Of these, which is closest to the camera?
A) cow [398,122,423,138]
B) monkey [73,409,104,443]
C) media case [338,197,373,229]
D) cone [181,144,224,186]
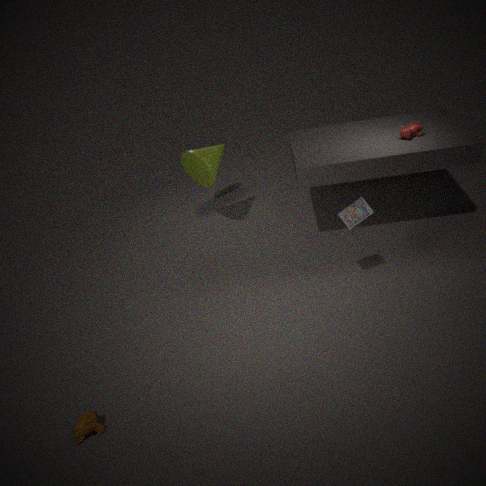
monkey [73,409,104,443]
